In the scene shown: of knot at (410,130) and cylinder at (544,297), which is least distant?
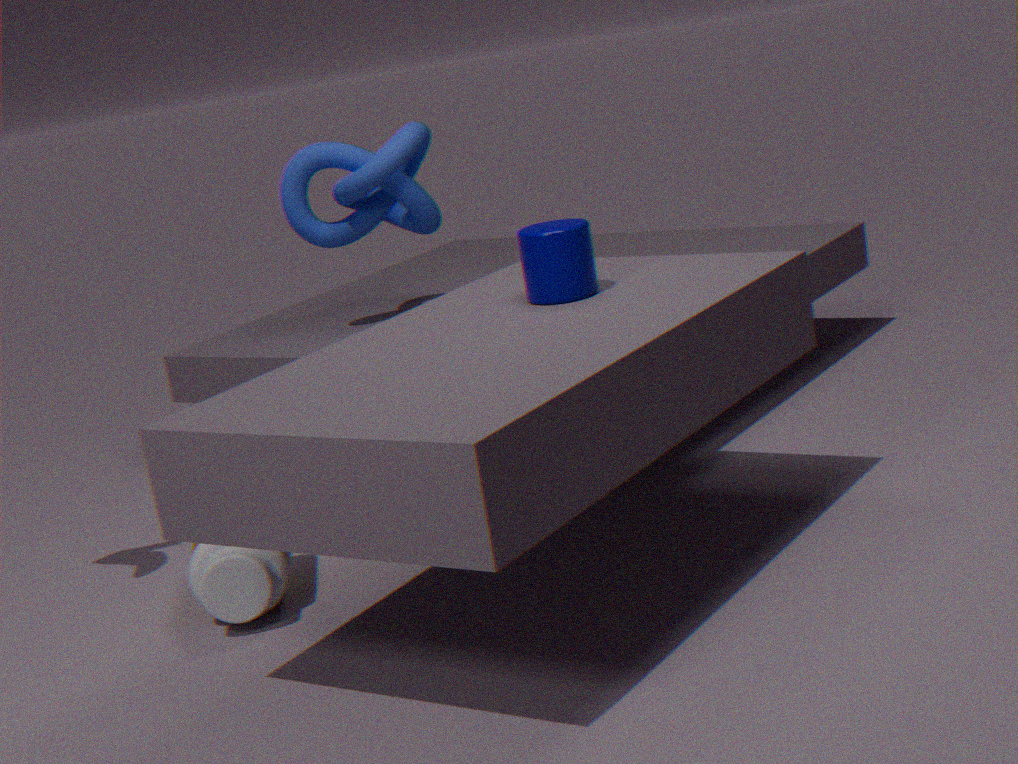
cylinder at (544,297)
